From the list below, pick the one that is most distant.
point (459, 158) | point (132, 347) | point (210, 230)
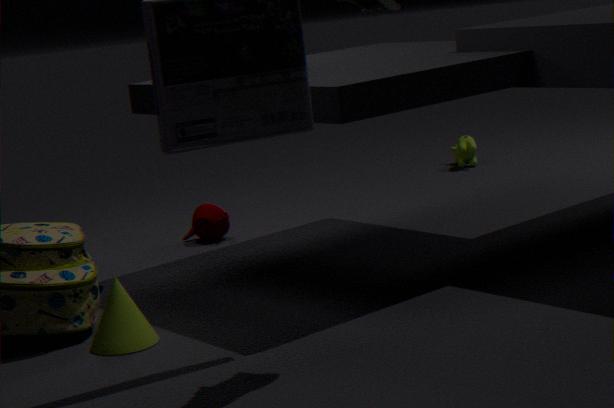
point (459, 158)
